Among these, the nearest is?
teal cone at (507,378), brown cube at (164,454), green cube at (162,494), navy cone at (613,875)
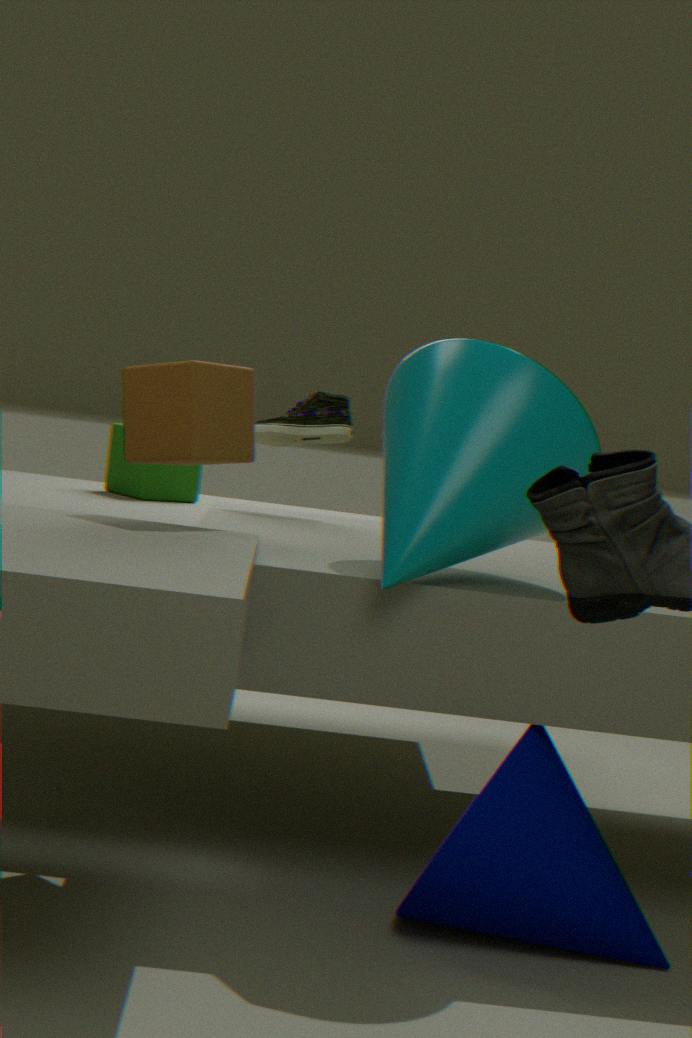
navy cone at (613,875)
